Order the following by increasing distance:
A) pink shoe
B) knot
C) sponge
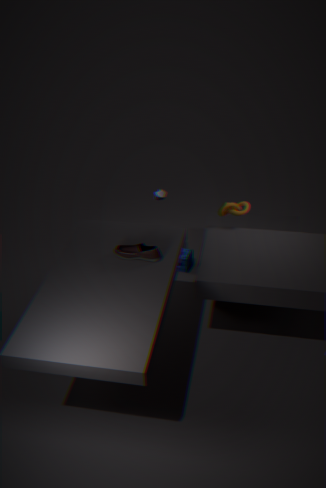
A. pink shoe, B. knot, C. sponge
